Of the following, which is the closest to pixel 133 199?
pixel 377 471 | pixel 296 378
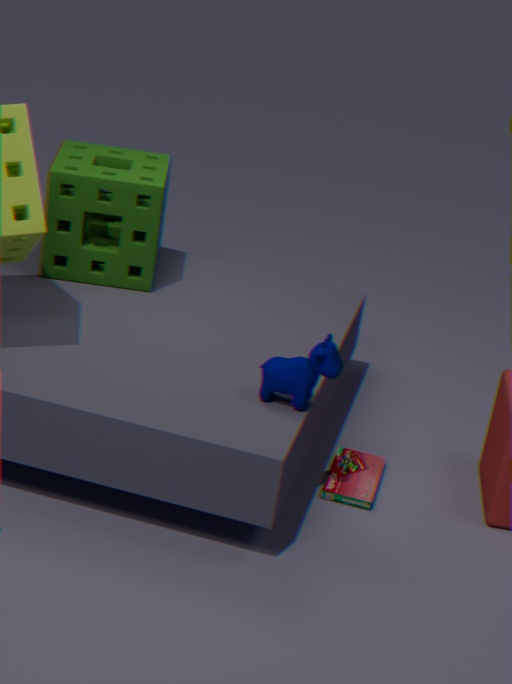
pixel 296 378
